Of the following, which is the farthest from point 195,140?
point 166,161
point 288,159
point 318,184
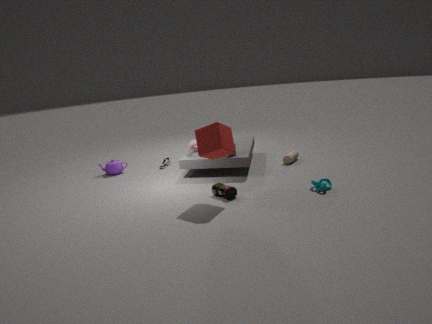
point 318,184
